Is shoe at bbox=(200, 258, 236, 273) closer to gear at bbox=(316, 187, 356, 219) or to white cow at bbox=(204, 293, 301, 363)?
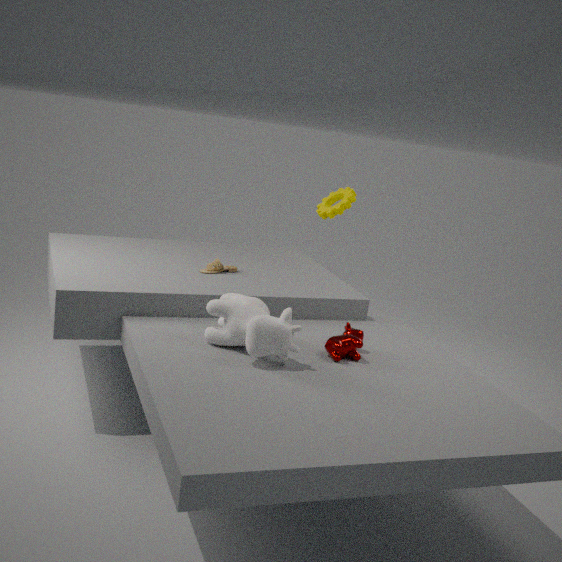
Result: white cow at bbox=(204, 293, 301, 363)
